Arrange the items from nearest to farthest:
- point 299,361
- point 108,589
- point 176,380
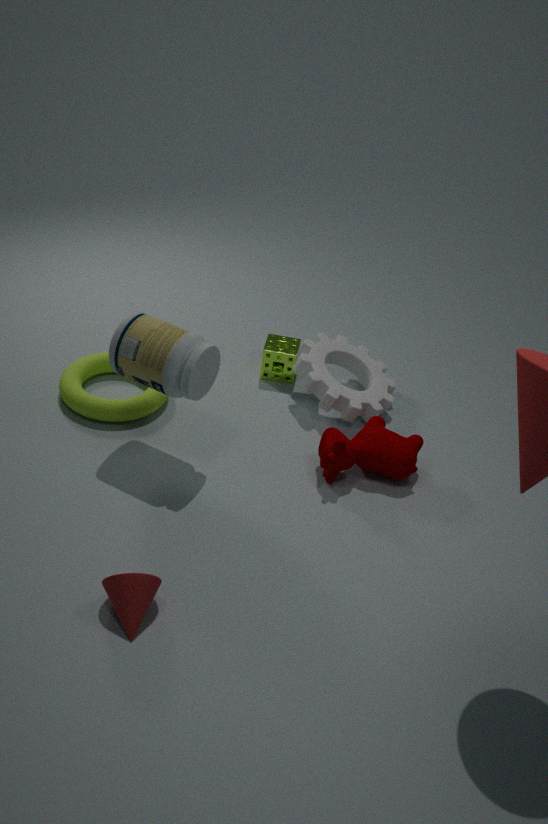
point 108,589 < point 176,380 < point 299,361
